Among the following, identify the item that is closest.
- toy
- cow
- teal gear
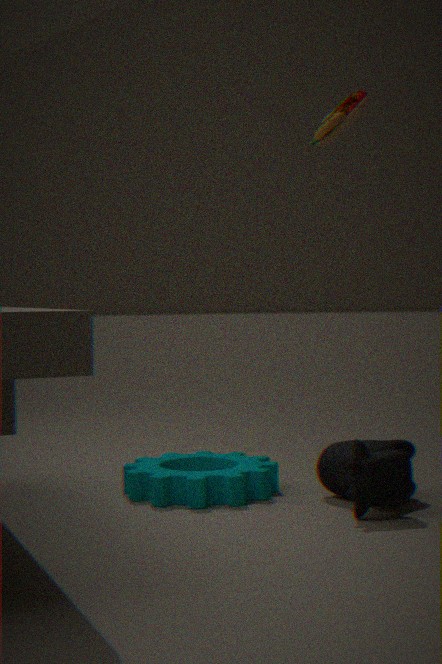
toy
